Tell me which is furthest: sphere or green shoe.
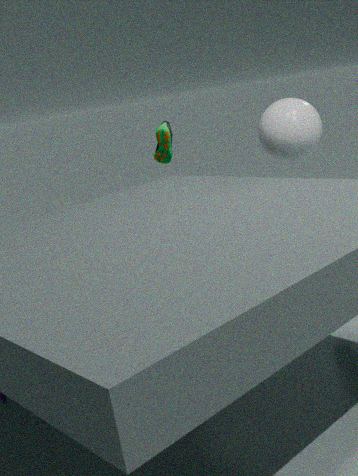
green shoe
